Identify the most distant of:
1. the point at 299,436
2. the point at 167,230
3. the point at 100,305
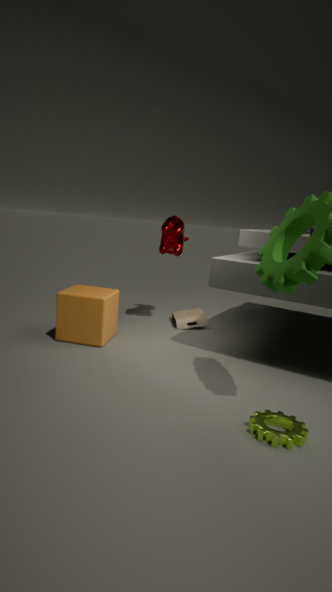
the point at 167,230
